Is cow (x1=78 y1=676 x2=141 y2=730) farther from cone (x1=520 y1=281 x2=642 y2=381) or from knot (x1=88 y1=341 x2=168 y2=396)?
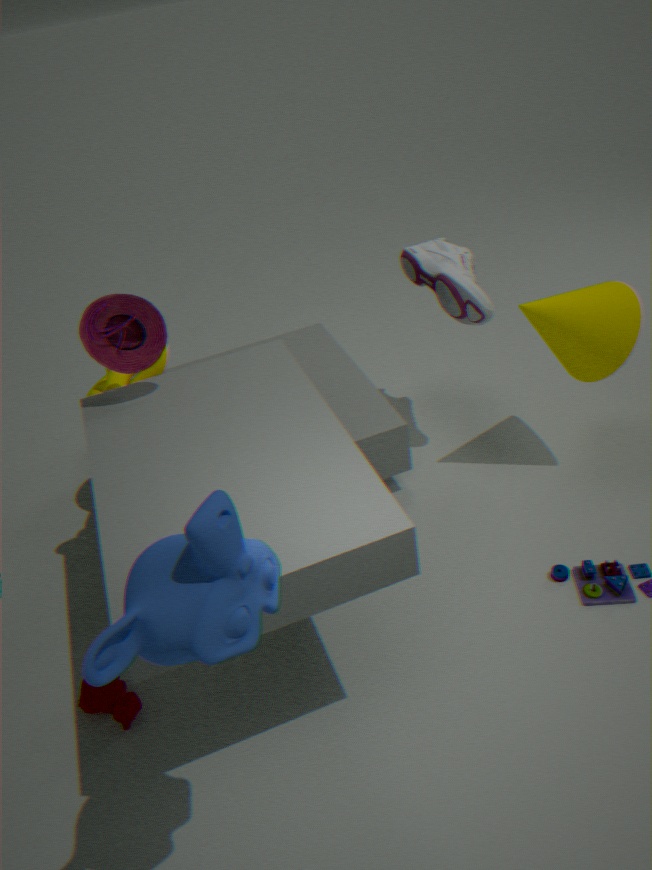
cone (x1=520 y1=281 x2=642 y2=381)
